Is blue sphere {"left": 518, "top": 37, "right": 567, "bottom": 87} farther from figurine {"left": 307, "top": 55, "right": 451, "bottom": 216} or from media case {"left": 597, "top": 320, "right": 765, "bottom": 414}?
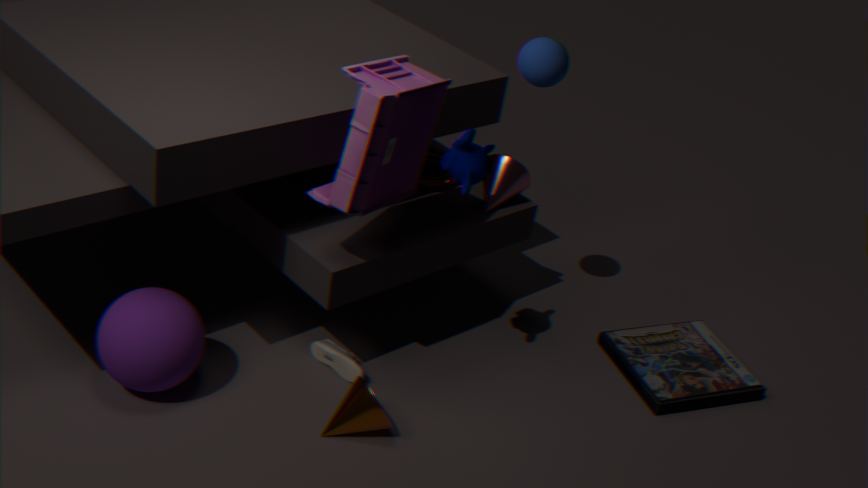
media case {"left": 597, "top": 320, "right": 765, "bottom": 414}
